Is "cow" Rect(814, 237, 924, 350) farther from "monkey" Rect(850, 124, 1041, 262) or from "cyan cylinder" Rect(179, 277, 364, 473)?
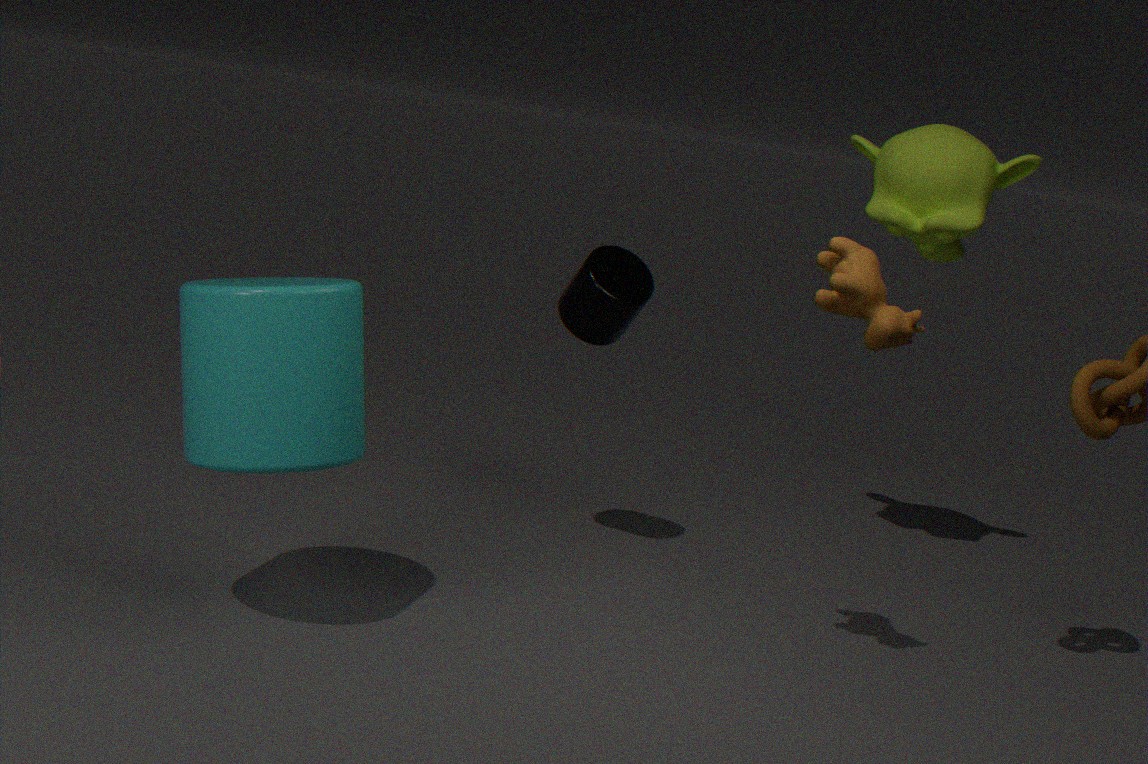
"cyan cylinder" Rect(179, 277, 364, 473)
